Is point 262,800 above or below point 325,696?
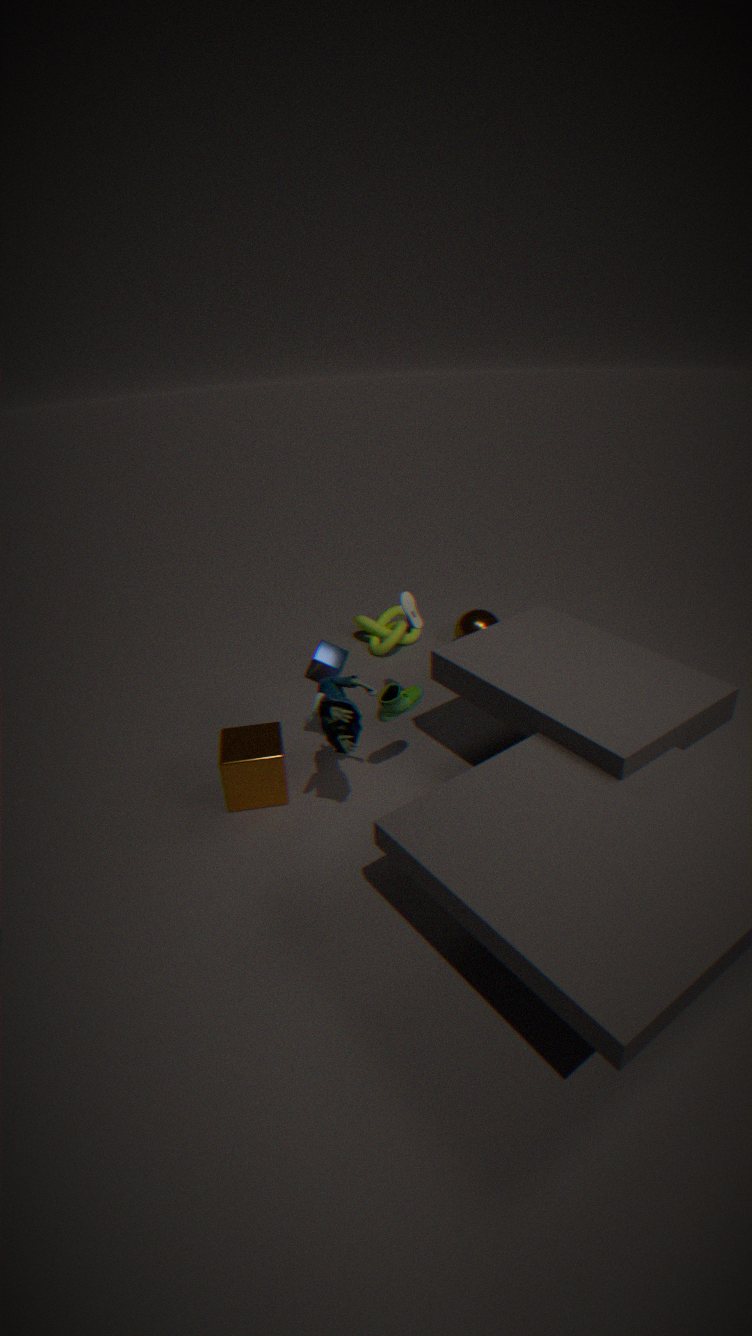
below
